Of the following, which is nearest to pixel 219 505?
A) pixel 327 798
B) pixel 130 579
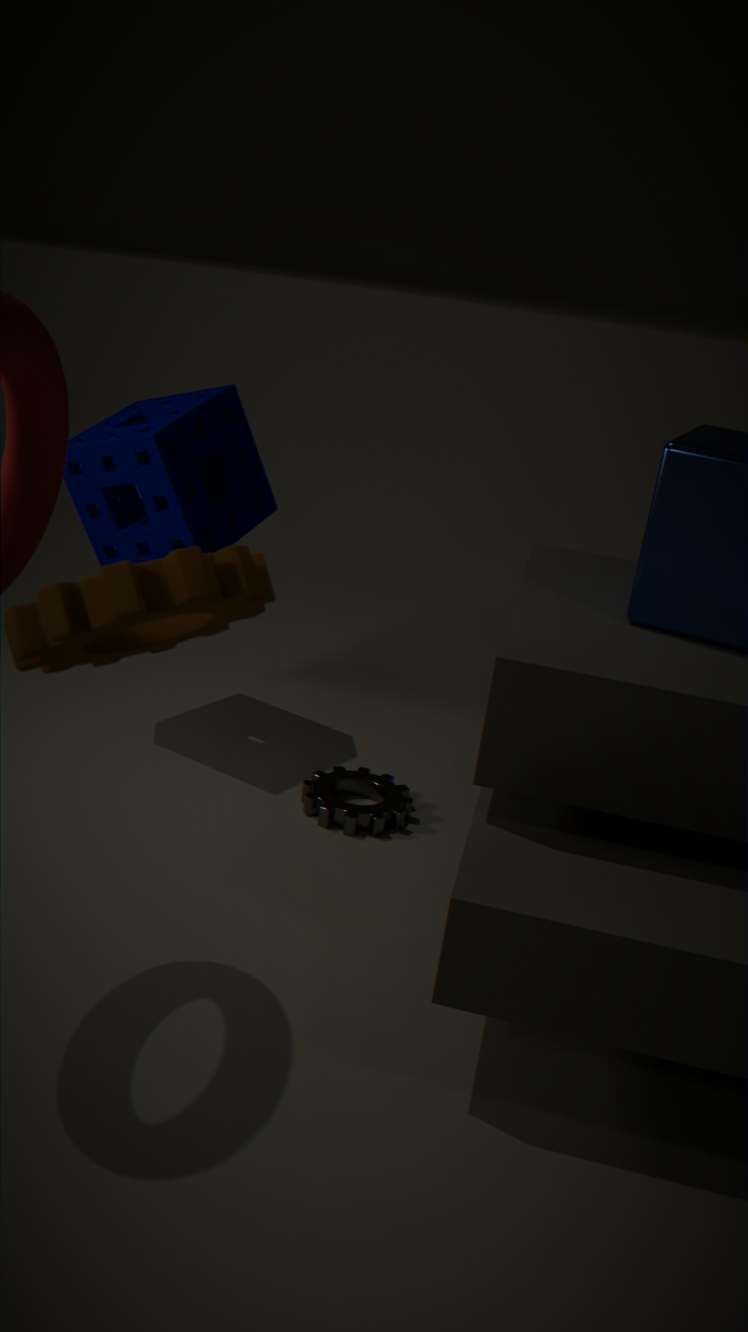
pixel 327 798
